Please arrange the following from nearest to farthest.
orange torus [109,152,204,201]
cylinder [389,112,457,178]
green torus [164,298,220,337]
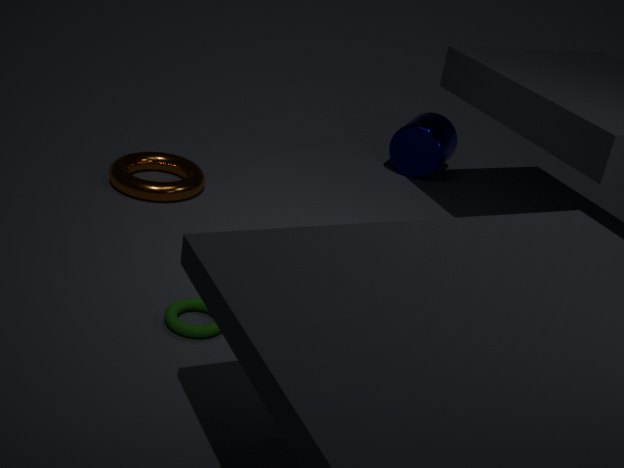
1. green torus [164,298,220,337]
2. orange torus [109,152,204,201]
3. cylinder [389,112,457,178]
